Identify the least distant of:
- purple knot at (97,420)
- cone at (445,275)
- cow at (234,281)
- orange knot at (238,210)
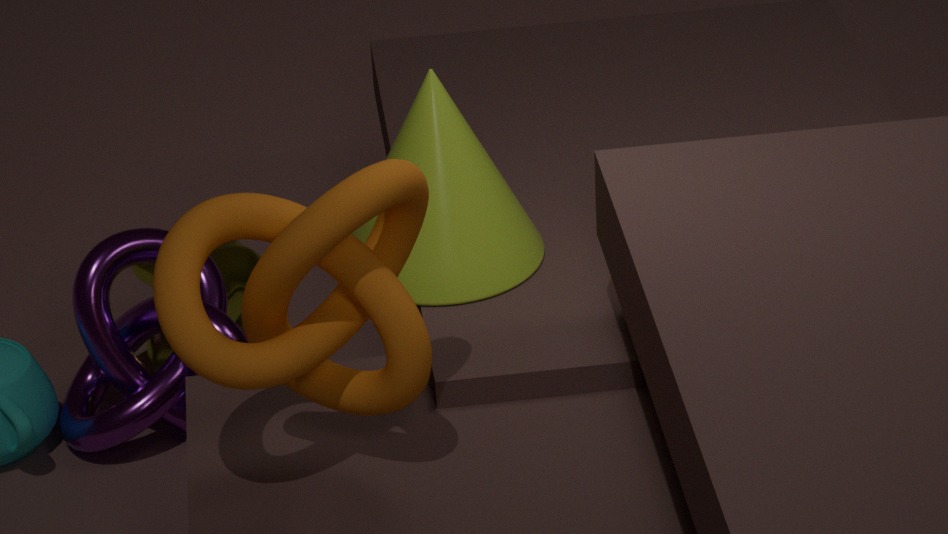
orange knot at (238,210)
